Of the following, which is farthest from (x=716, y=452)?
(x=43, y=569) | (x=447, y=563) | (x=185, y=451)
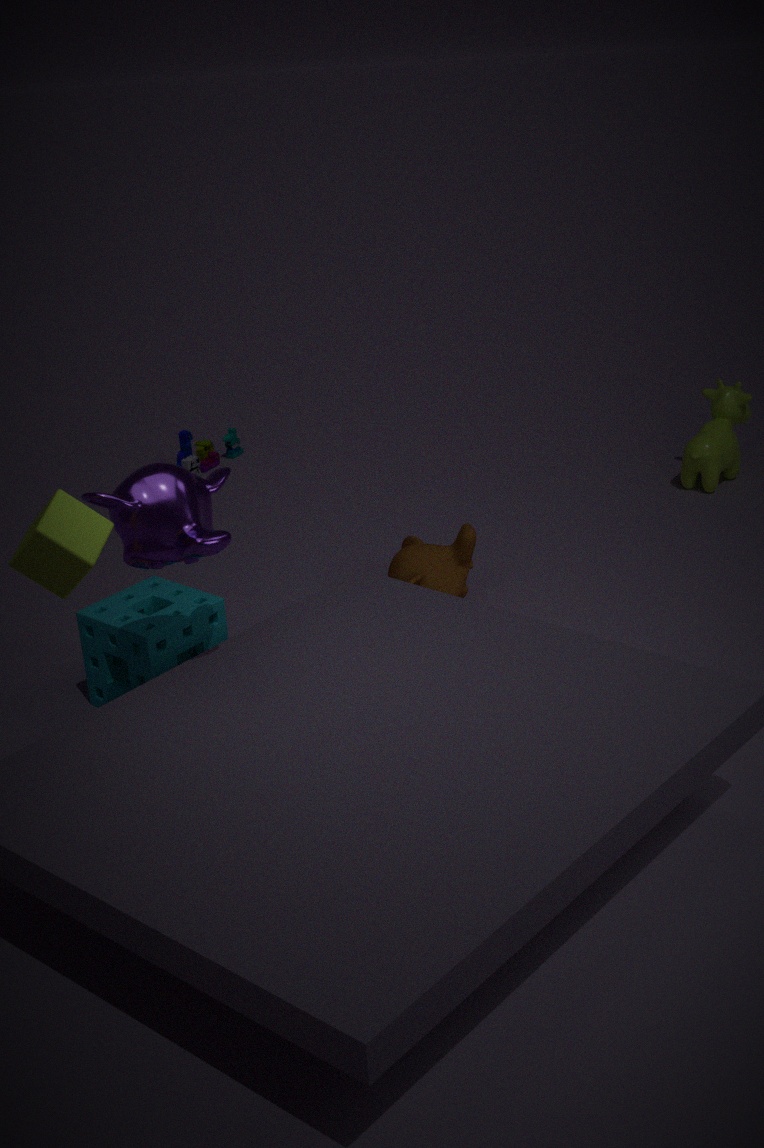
(x=43, y=569)
